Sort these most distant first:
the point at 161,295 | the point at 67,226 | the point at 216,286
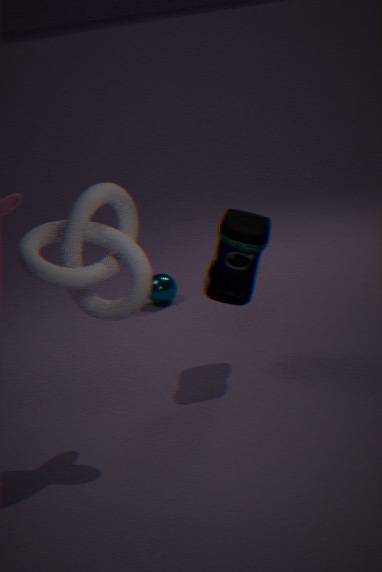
the point at 161,295, the point at 216,286, the point at 67,226
